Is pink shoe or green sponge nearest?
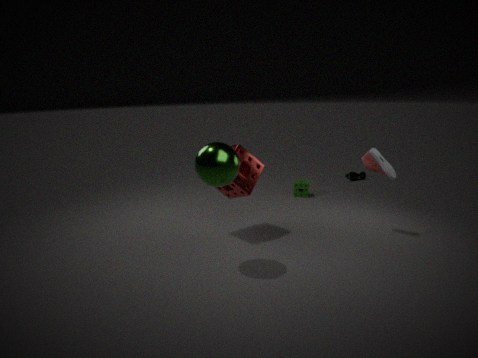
pink shoe
